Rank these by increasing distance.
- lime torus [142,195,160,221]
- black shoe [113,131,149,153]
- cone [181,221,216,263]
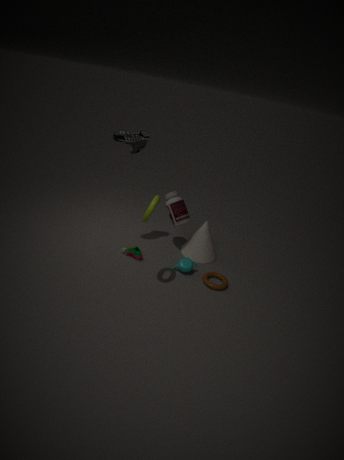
lime torus [142,195,160,221] → black shoe [113,131,149,153] → cone [181,221,216,263]
